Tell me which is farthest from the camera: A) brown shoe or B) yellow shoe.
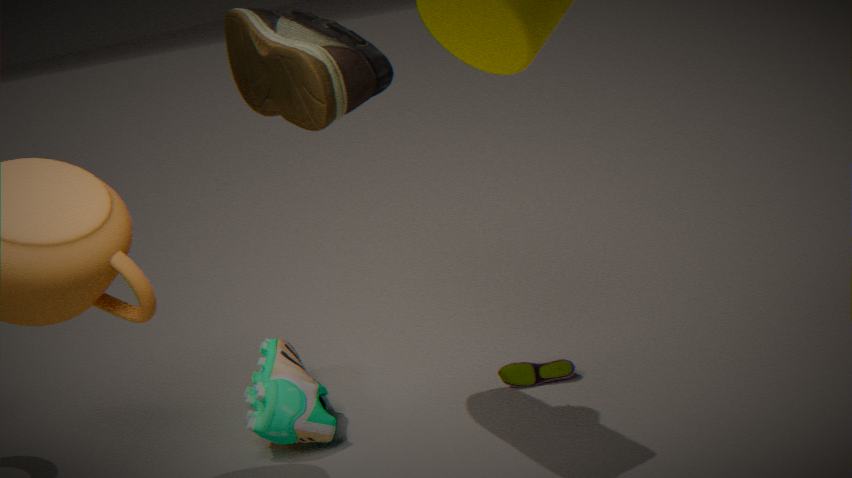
B. yellow shoe
